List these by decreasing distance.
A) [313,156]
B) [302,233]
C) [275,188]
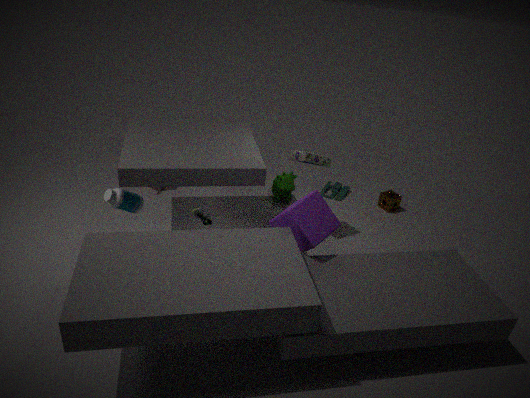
[275,188] < [313,156] < [302,233]
